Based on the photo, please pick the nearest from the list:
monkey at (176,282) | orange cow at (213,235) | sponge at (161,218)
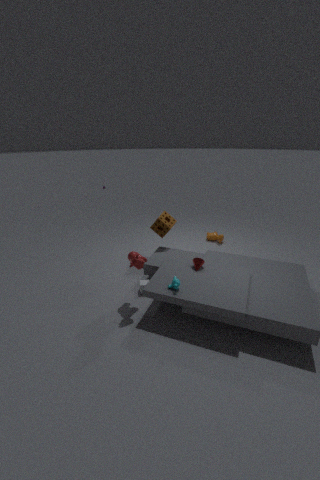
monkey at (176,282)
